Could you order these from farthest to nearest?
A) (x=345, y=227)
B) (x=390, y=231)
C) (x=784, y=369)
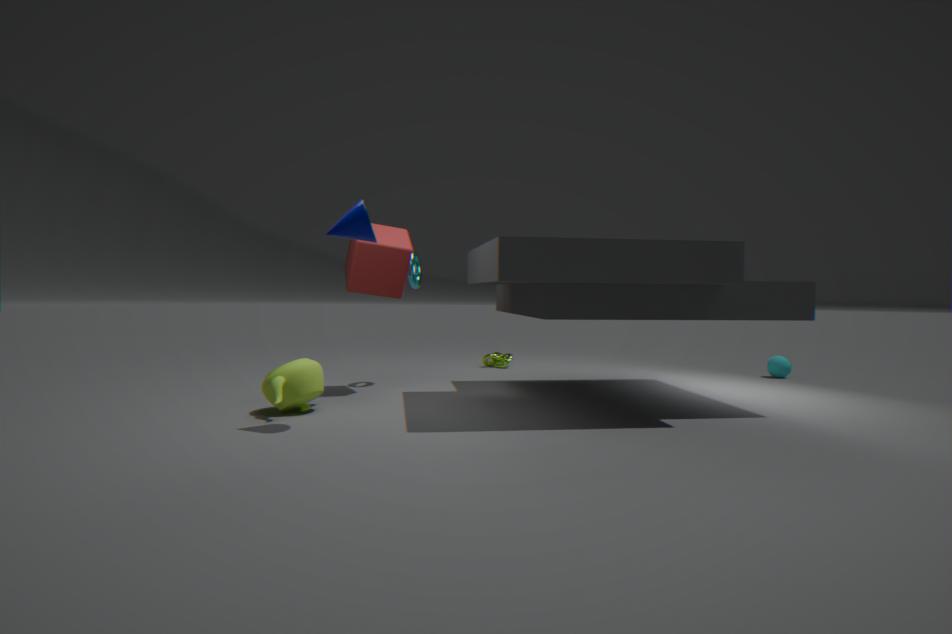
(x=784, y=369) < (x=390, y=231) < (x=345, y=227)
